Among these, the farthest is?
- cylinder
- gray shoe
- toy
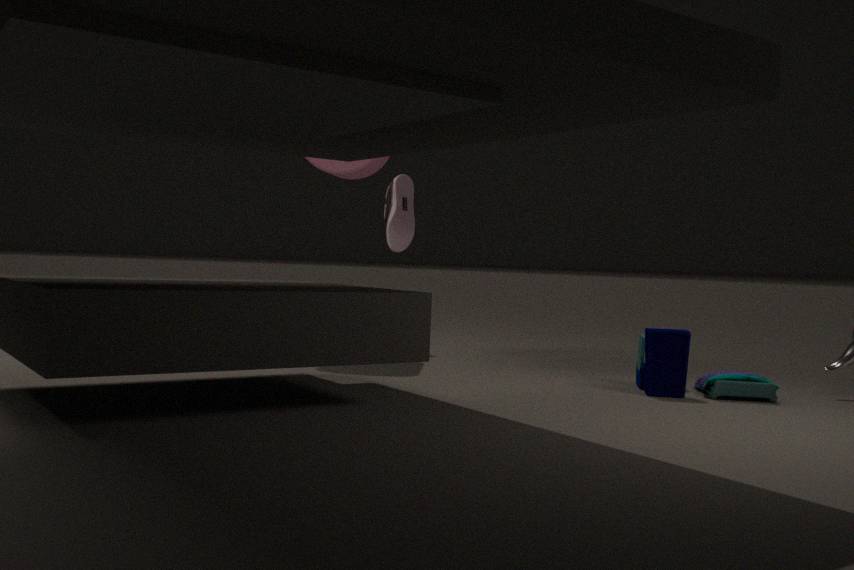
gray shoe
